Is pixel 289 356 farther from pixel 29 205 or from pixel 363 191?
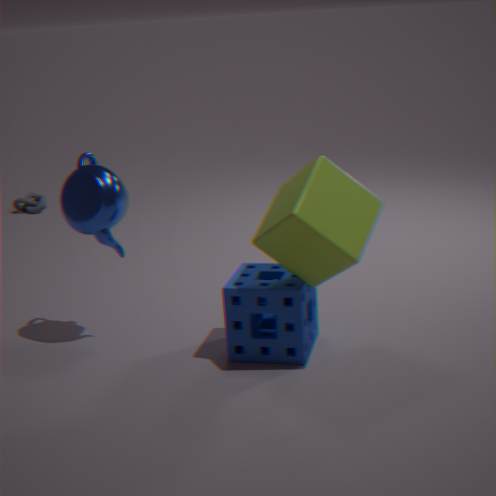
pixel 29 205
